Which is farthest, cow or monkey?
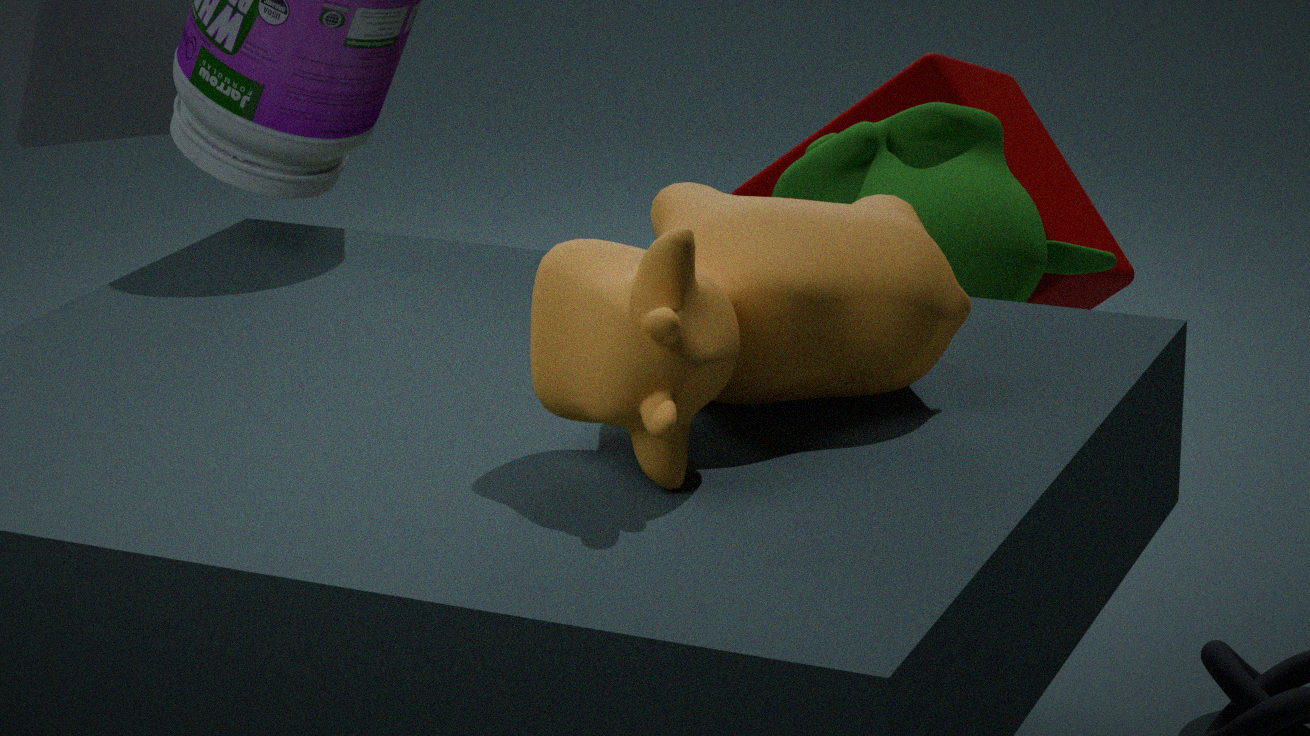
monkey
